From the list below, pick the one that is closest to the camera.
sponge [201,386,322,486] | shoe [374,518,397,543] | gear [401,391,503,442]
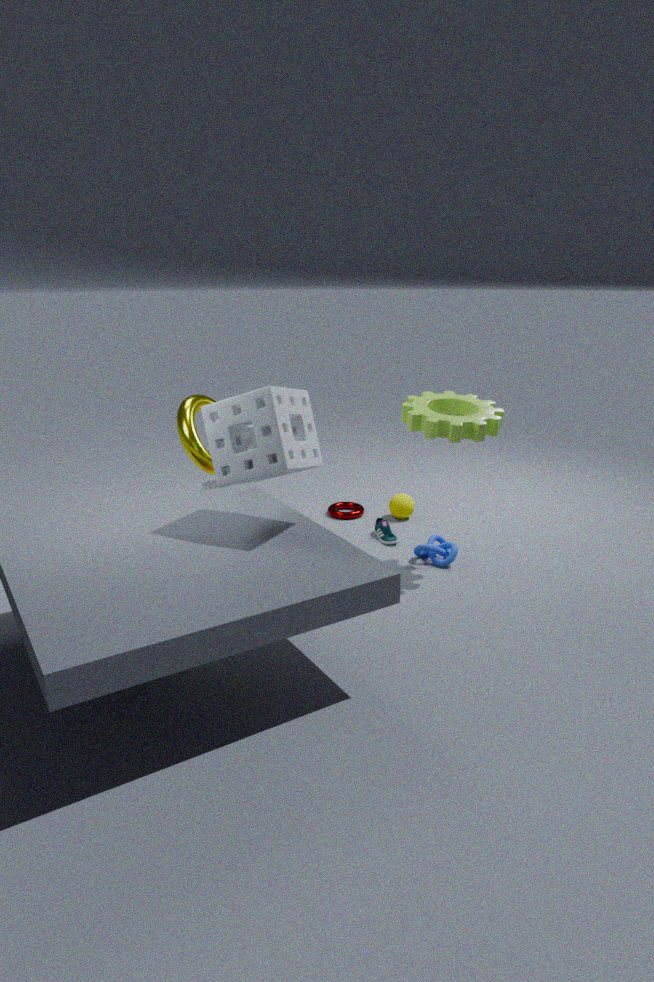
sponge [201,386,322,486]
